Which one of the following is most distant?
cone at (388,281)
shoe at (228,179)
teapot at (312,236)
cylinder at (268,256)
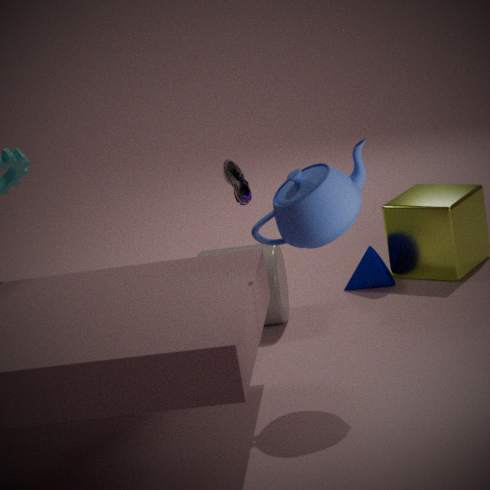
cone at (388,281)
